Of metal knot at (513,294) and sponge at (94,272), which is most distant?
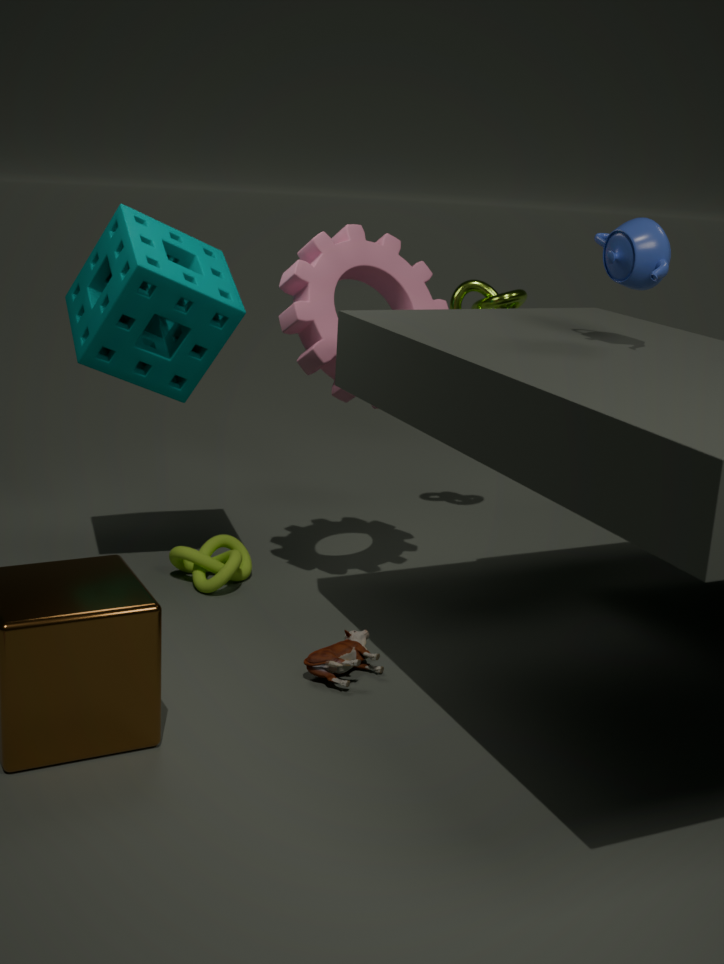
metal knot at (513,294)
